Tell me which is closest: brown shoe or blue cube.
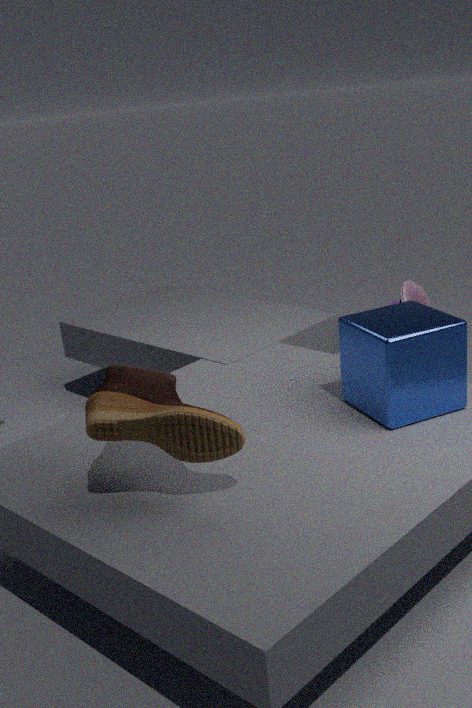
brown shoe
